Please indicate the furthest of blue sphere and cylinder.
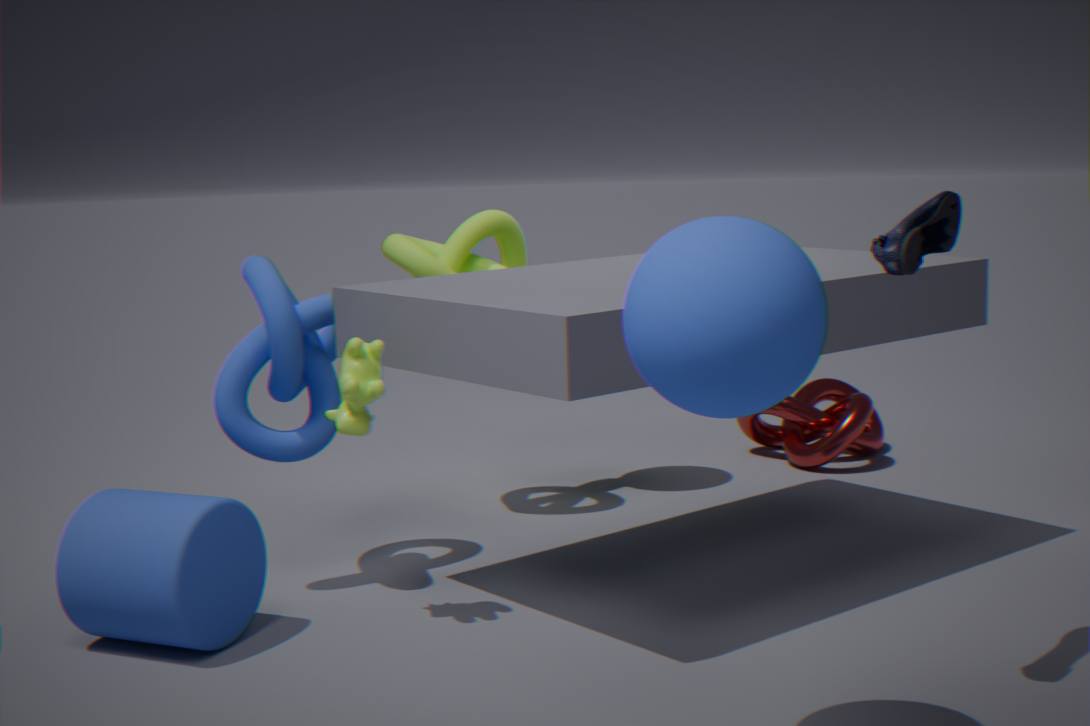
cylinder
